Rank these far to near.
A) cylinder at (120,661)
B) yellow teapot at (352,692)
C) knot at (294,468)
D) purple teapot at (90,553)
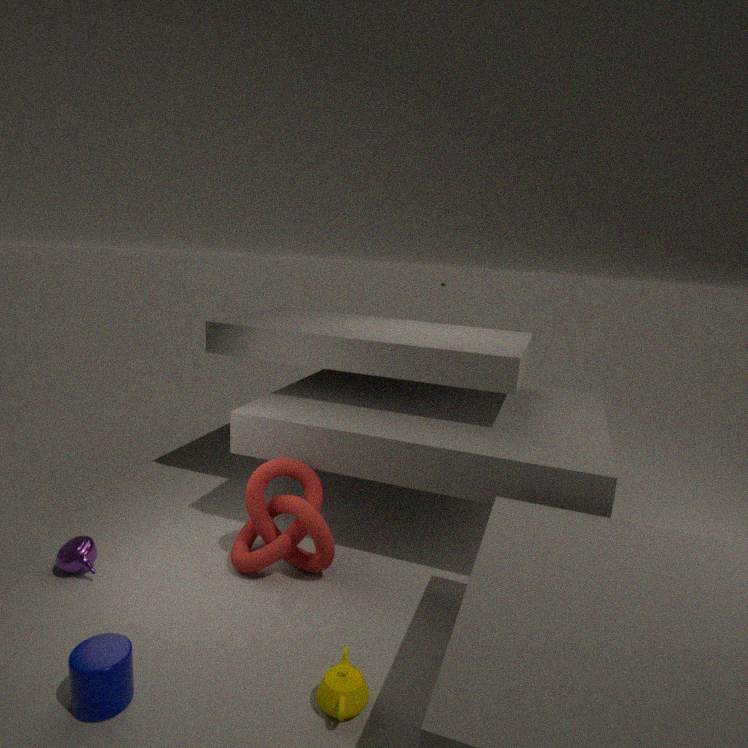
knot at (294,468)
purple teapot at (90,553)
yellow teapot at (352,692)
cylinder at (120,661)
